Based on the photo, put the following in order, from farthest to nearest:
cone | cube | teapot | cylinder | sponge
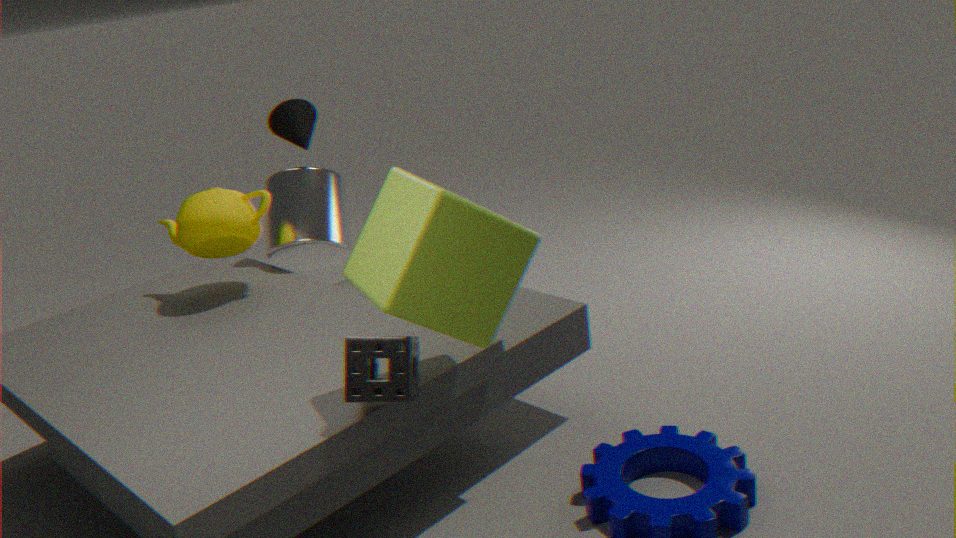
cone, cylinder, teapot, sponge, cube
